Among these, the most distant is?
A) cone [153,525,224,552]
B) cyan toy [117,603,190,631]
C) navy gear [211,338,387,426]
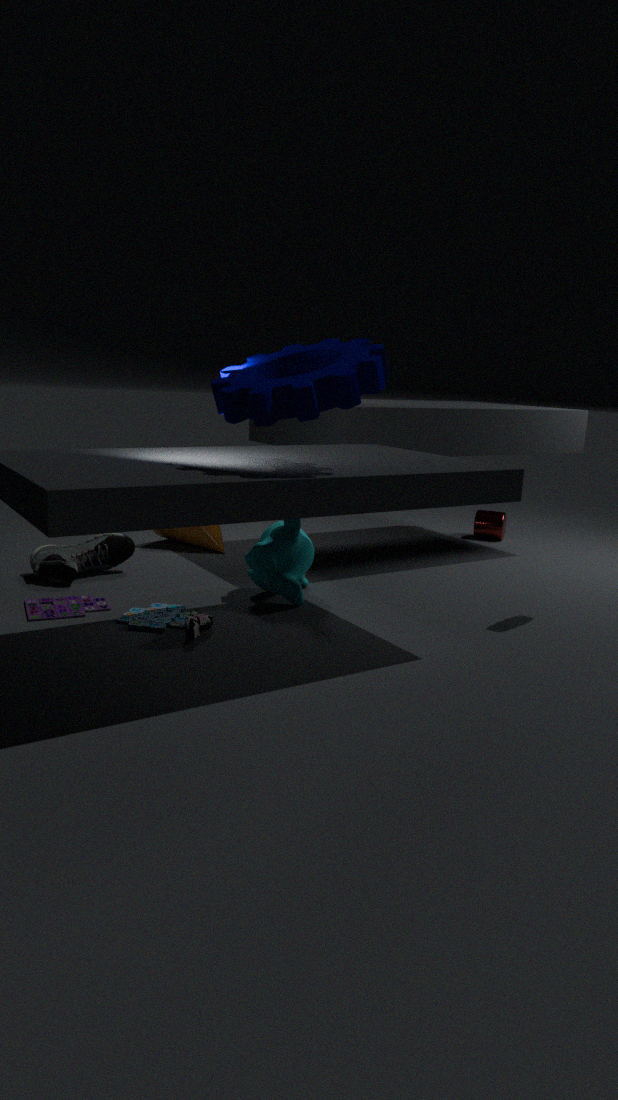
cone [153,525,224,552]
